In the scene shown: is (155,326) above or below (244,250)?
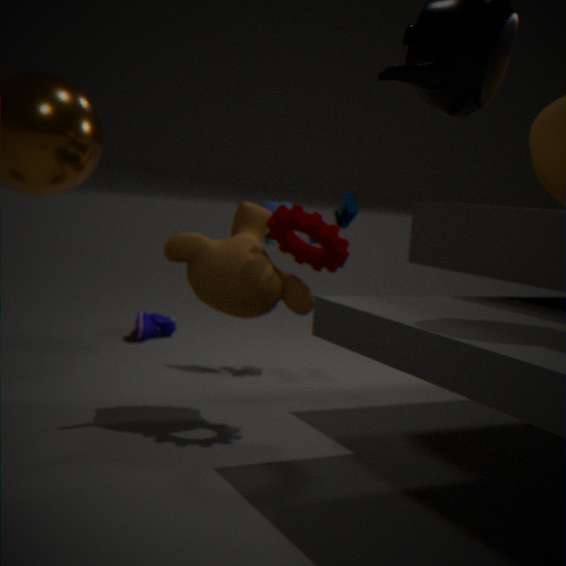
below
